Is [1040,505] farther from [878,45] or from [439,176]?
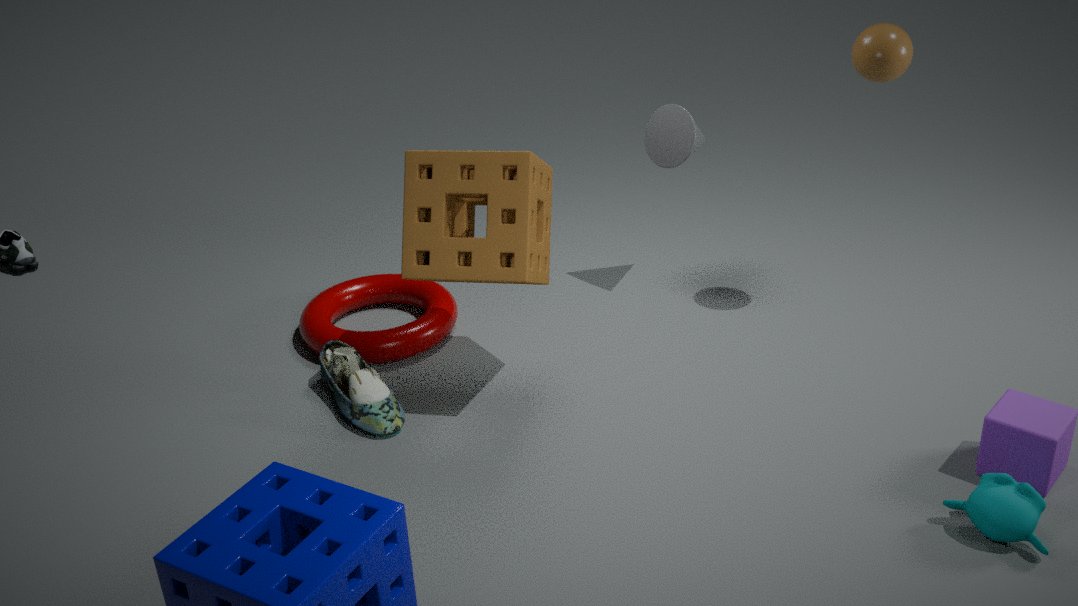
[439,176]
